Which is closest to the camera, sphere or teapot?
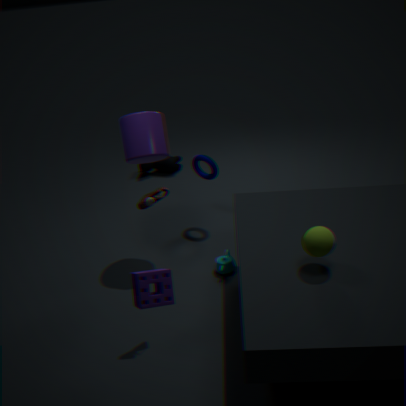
sphere
